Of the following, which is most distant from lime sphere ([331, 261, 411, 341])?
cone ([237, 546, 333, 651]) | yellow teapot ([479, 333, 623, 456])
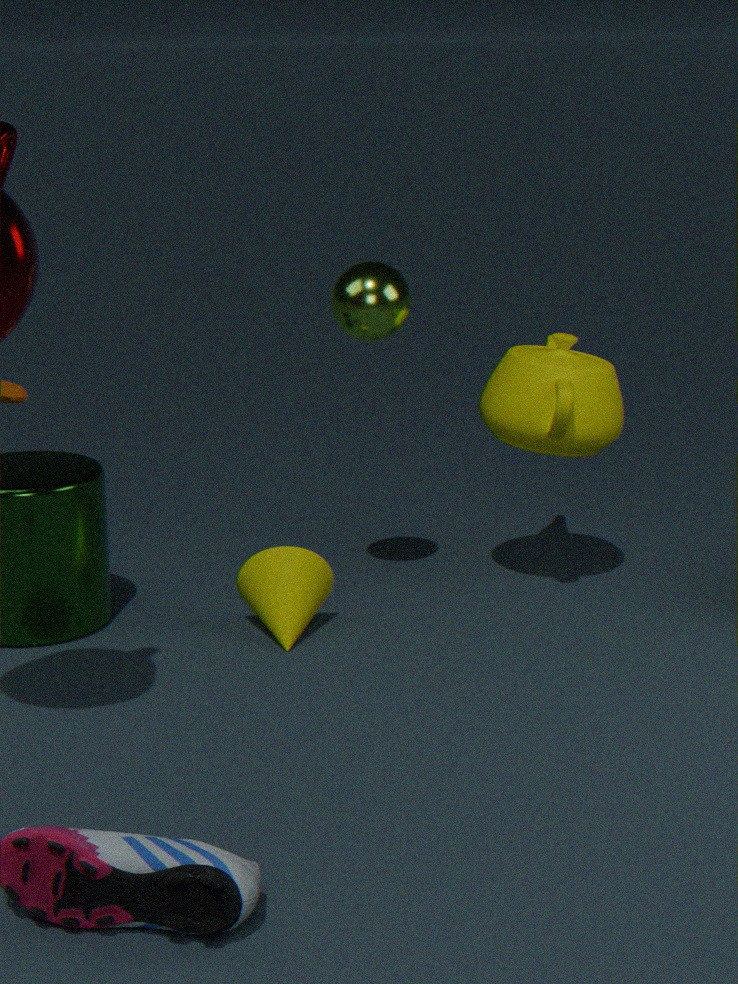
cone ([237, 546, 333, 651])
